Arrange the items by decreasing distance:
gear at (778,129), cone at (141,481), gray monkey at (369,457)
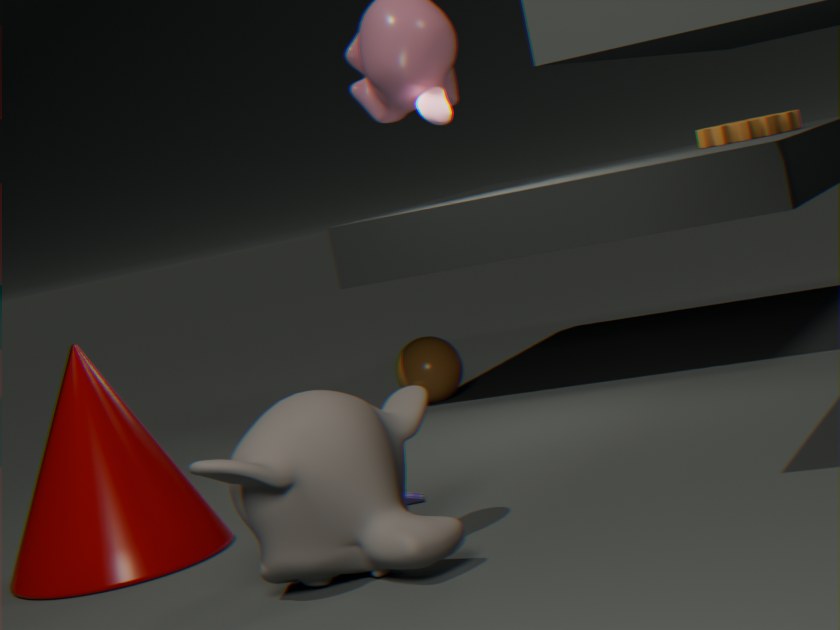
gear at (778,129) < cone at (141,481) < gray monkey at (369,457)
